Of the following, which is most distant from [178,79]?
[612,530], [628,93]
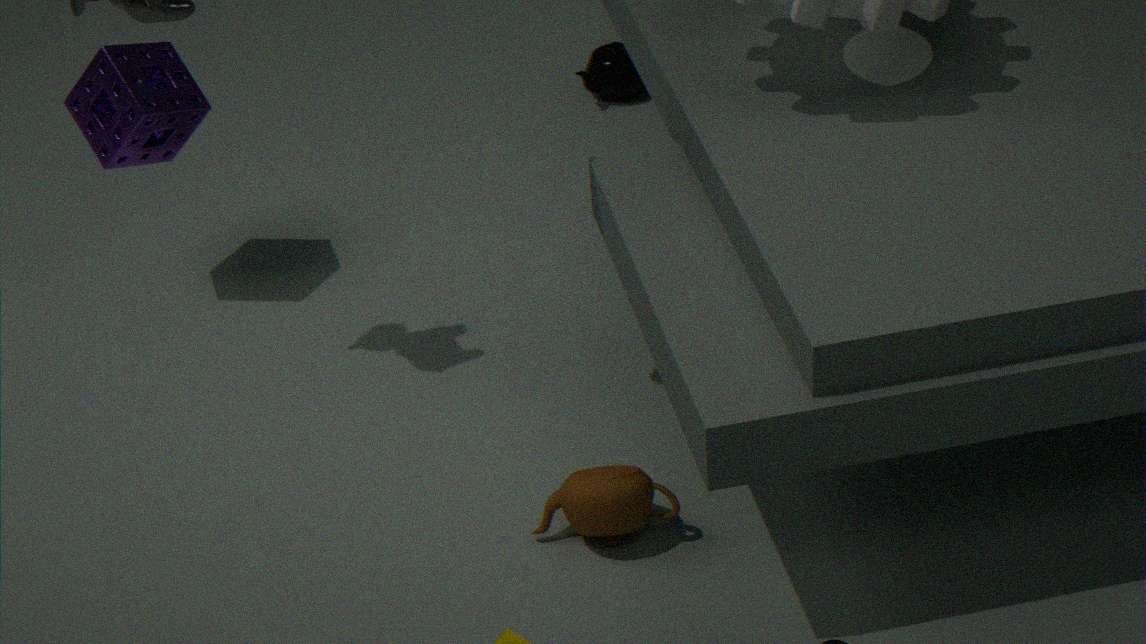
[612,530]
